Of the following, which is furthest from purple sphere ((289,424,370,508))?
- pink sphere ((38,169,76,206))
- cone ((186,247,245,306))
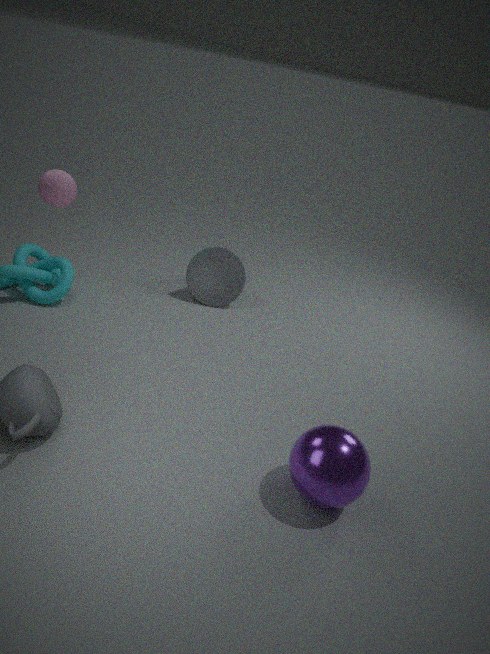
pink sphere ((38,169,76,206))
